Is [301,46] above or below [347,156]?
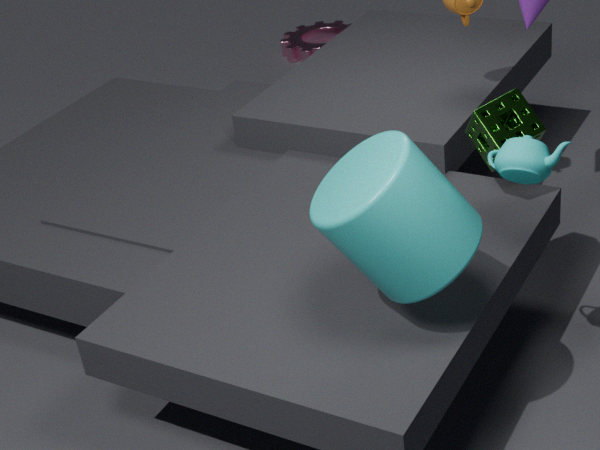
below
